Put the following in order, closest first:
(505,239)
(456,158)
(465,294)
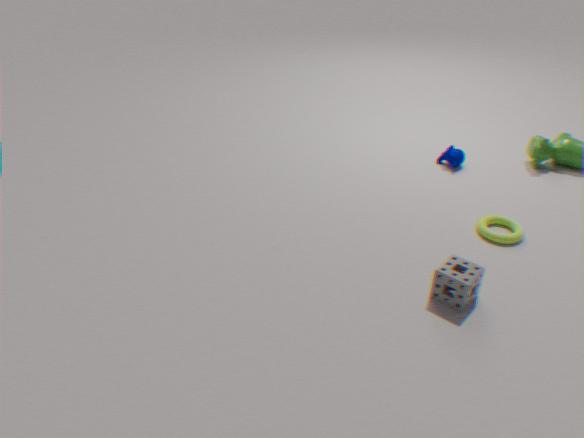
(465,294)
(505,239)
(456,158)
